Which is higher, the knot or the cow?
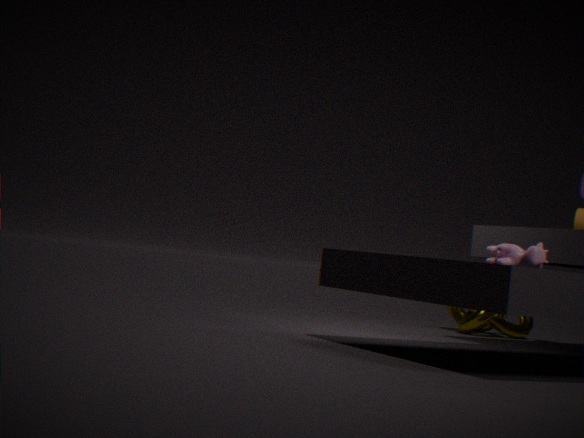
the cow
